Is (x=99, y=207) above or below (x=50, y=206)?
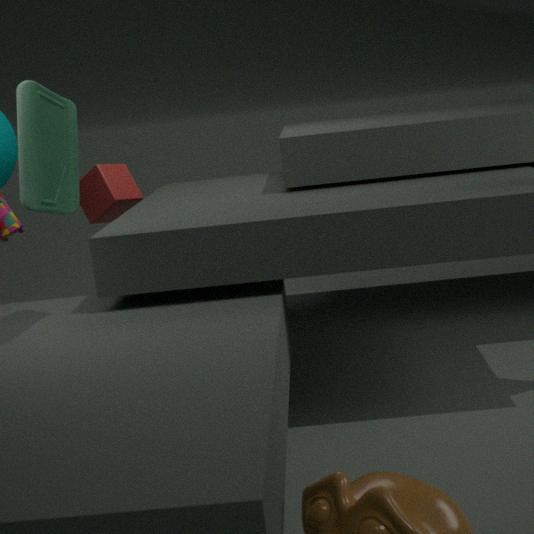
below
